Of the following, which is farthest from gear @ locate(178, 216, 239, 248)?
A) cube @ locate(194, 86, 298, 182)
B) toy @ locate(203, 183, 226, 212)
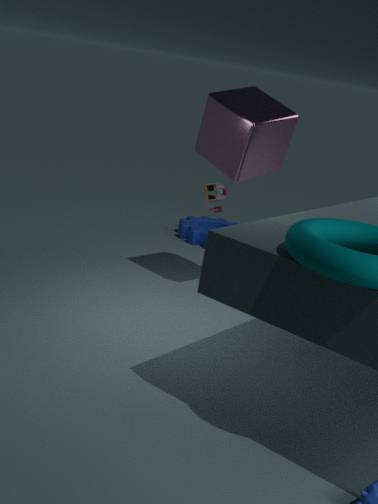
cube @ locate(194, 86, 298, 182)
